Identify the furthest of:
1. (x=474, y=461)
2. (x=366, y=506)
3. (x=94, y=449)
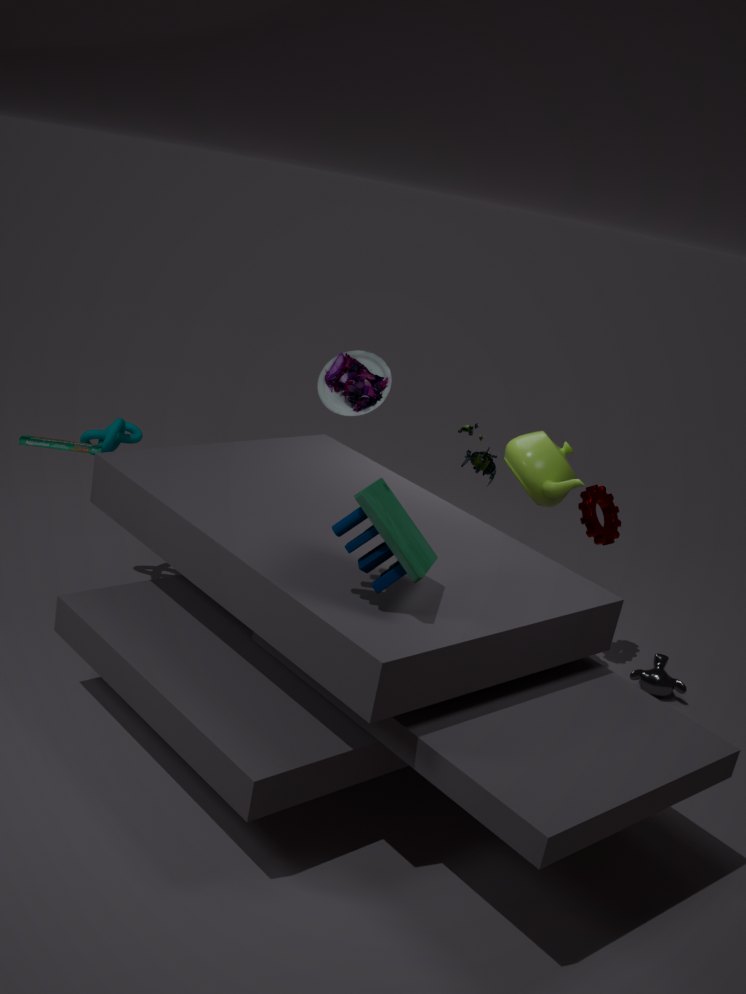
(x=474, y=461)
